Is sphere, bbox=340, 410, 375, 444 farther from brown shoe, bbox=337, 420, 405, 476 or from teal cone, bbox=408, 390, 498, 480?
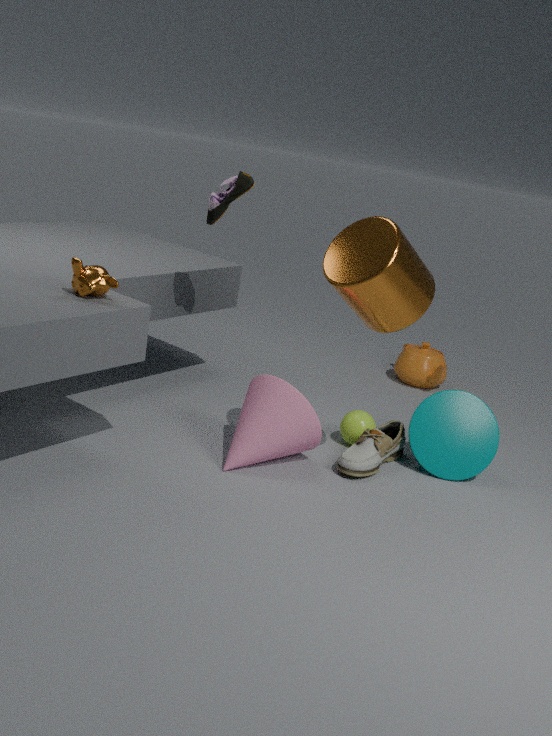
teal cone, bbox=408, 390, 498, 480
